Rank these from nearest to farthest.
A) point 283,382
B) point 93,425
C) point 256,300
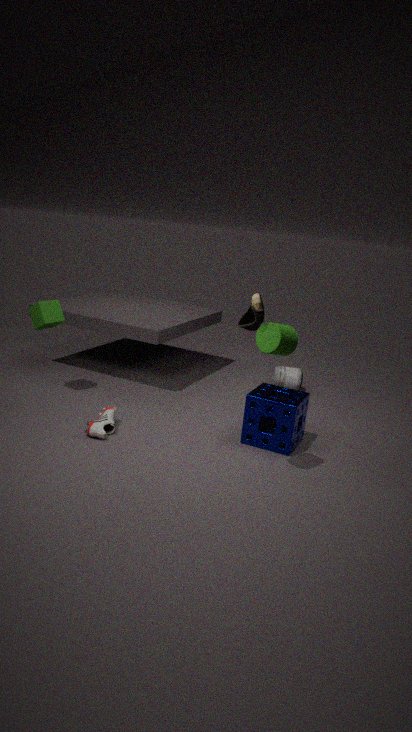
point 256,300
point 93,425
point 283,382
